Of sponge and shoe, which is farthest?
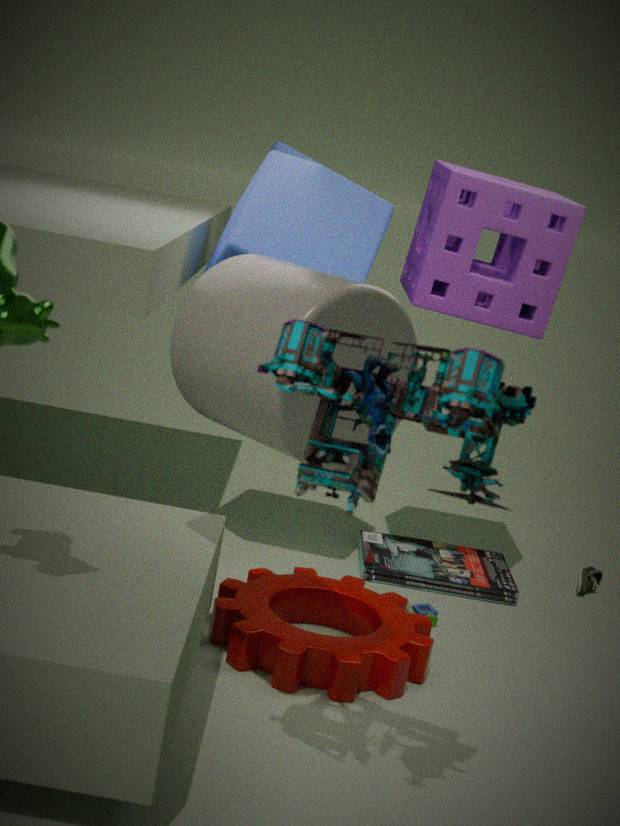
shoe
